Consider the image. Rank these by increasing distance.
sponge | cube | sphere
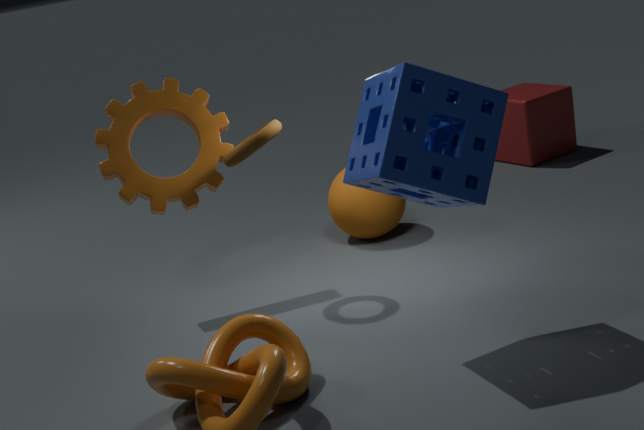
sponge → sphere → cube
